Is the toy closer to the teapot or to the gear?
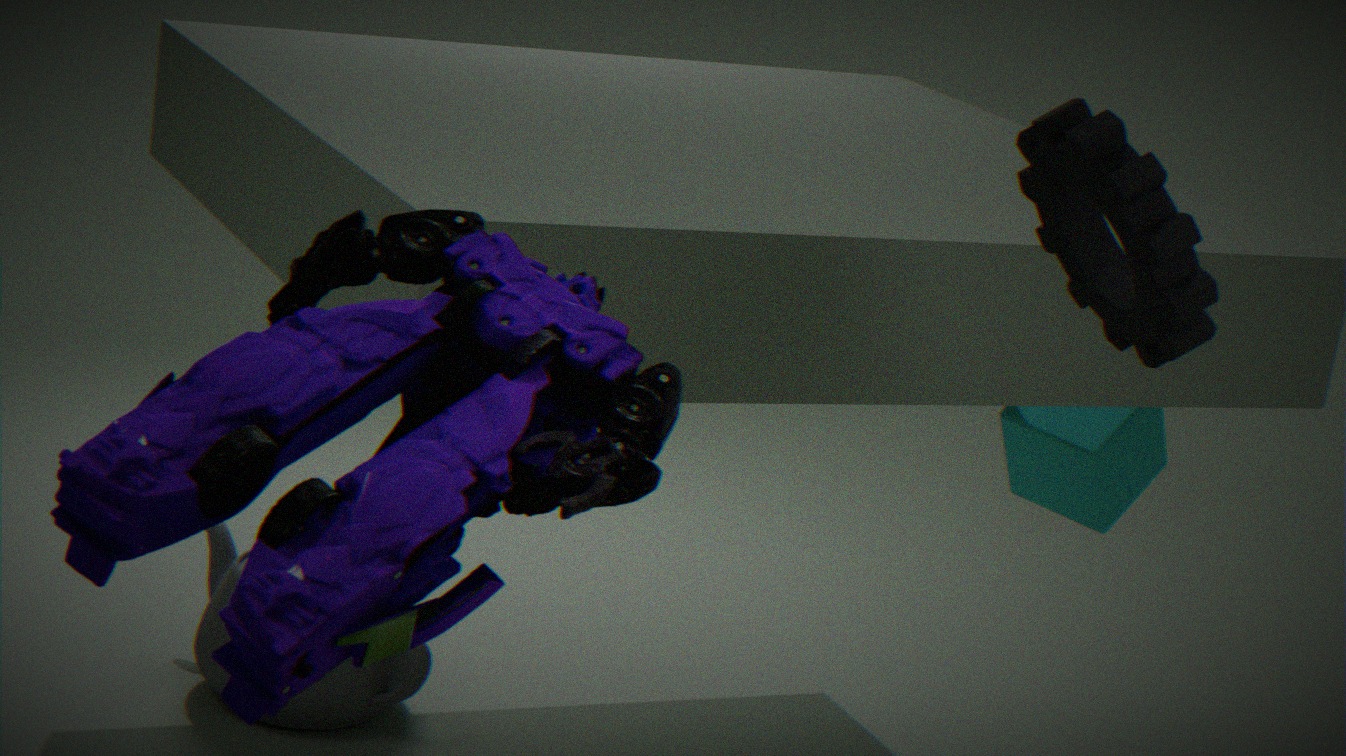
the gear
